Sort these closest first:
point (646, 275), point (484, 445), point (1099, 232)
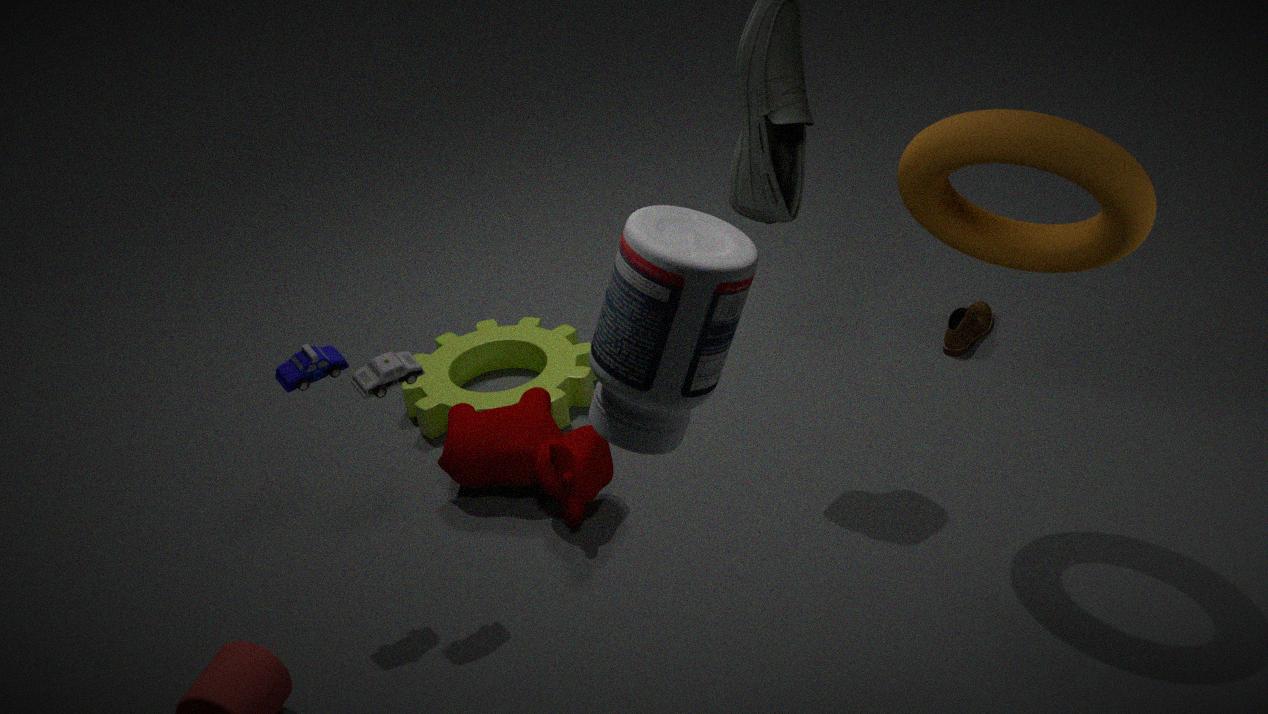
point (646, 275), point (1099, 232), point (484, 445)
